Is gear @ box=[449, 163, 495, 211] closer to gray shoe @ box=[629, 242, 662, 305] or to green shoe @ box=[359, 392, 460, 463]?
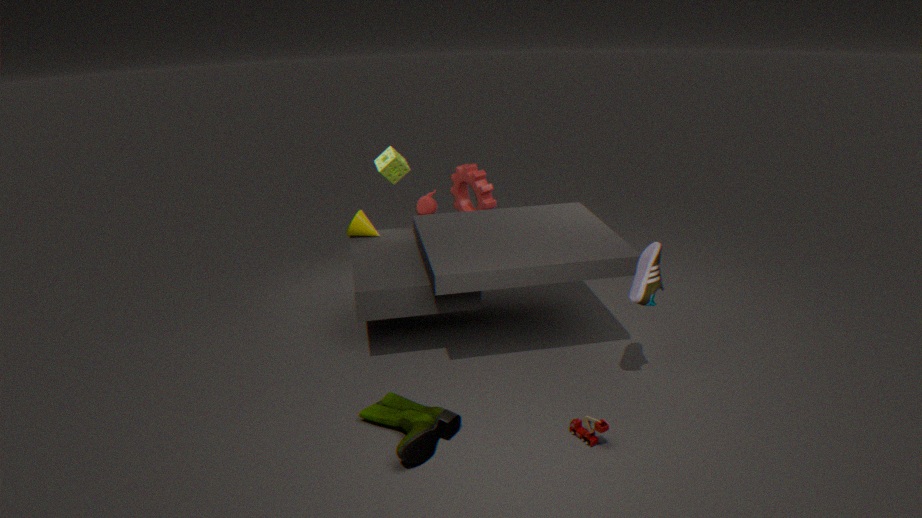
gray shoe @ box=[629, 242, 662, 305]
